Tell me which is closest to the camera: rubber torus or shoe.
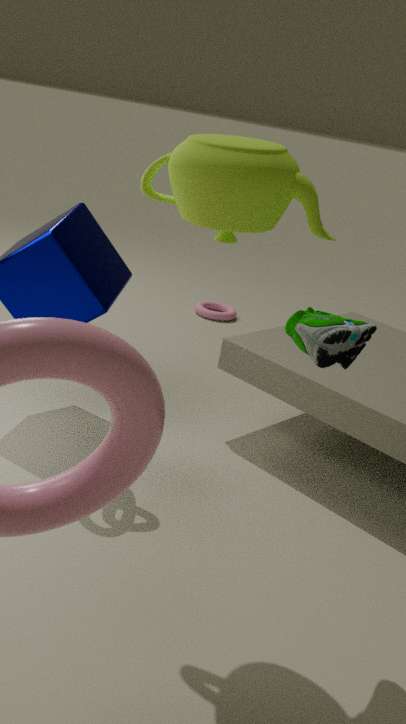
shoe
